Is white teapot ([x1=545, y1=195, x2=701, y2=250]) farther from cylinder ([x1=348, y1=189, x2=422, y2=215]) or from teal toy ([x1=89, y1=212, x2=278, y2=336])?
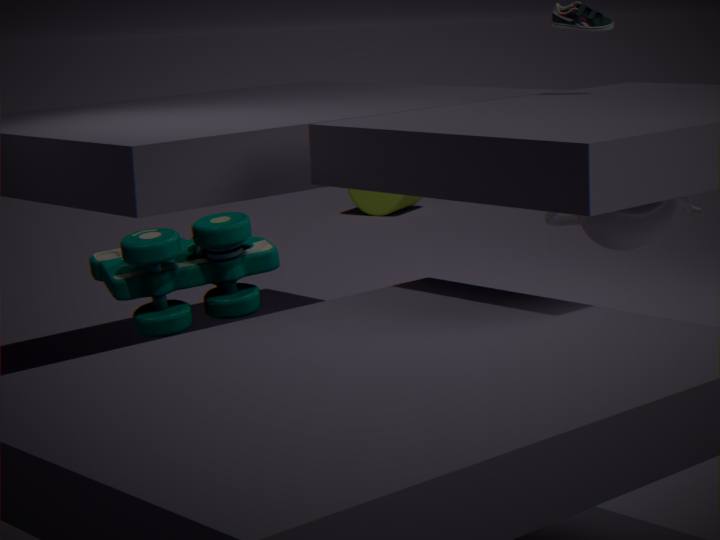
cylinder ([x1=348, y1=189, x2=422, y2=215])
